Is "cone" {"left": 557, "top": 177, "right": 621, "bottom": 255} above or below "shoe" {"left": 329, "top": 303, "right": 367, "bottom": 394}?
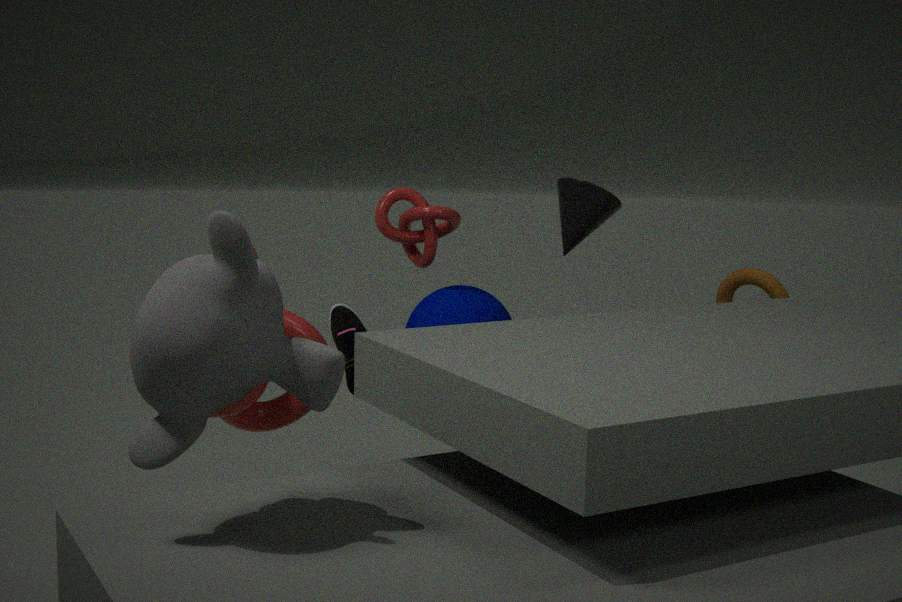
above
